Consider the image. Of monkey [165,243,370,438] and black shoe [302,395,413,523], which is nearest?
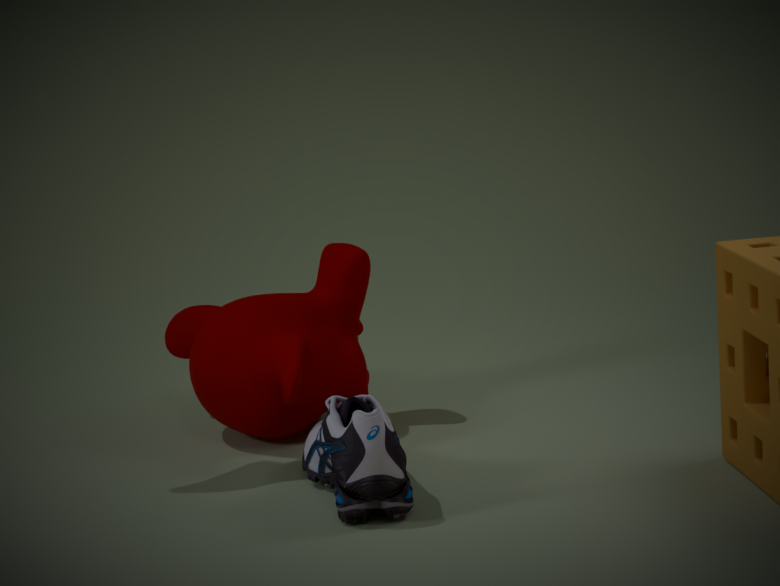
black shoe [302,395,413,523]
